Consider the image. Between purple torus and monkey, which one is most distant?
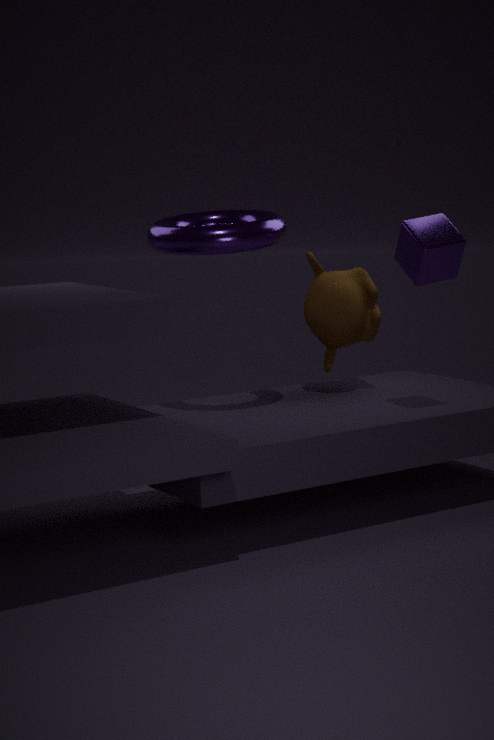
monkey
